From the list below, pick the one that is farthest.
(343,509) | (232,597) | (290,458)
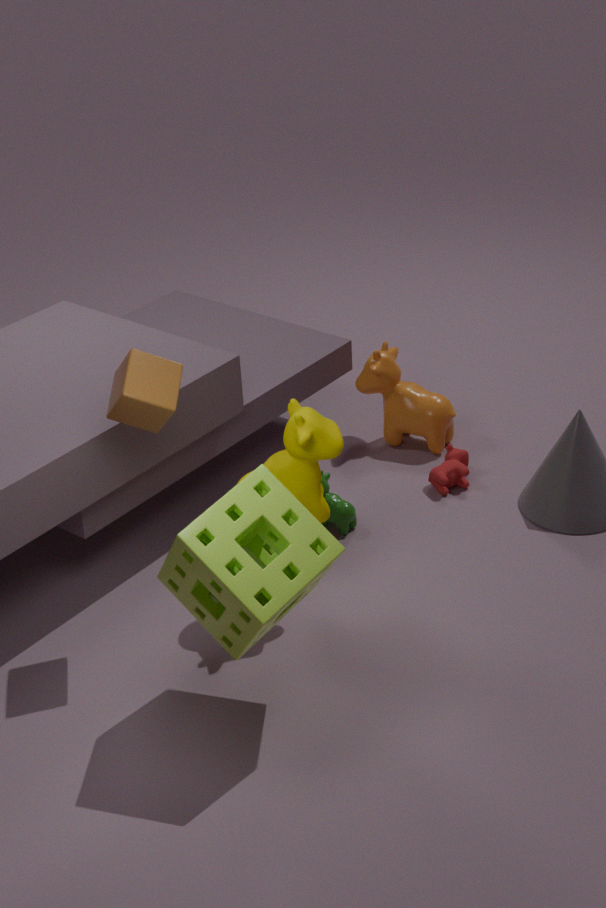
(343,509)
